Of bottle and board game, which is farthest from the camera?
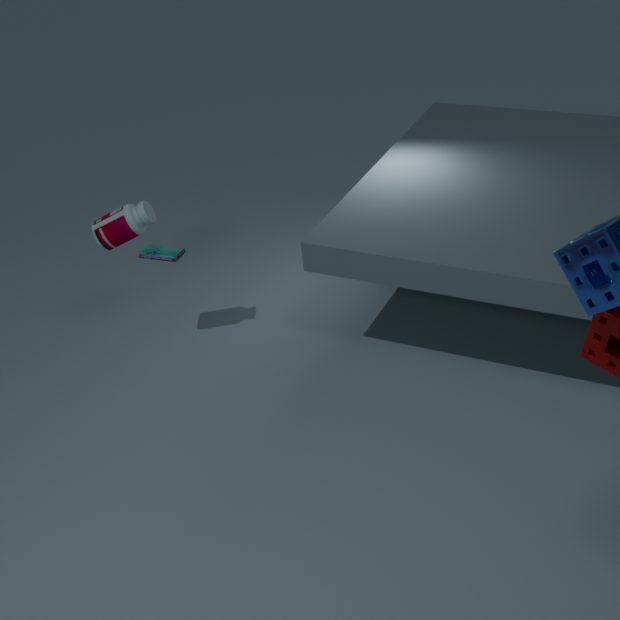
board game
